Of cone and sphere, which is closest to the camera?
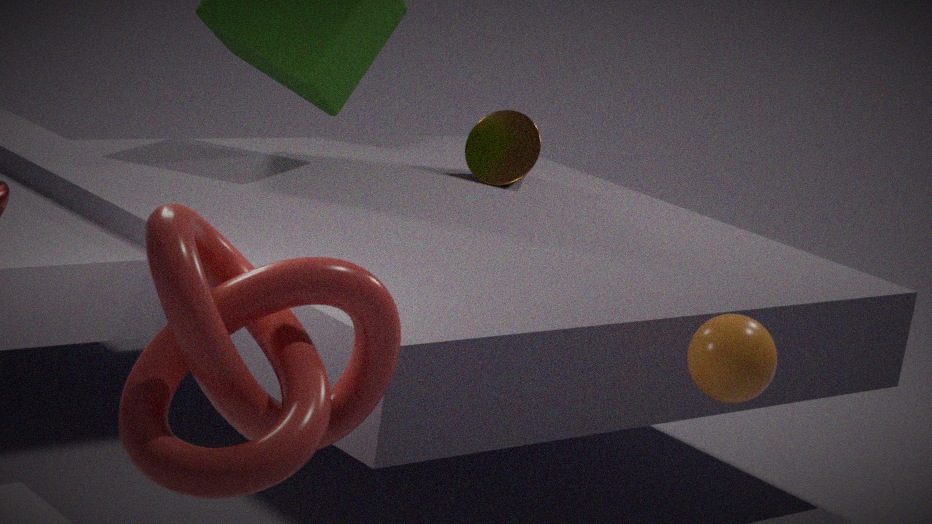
sphere
